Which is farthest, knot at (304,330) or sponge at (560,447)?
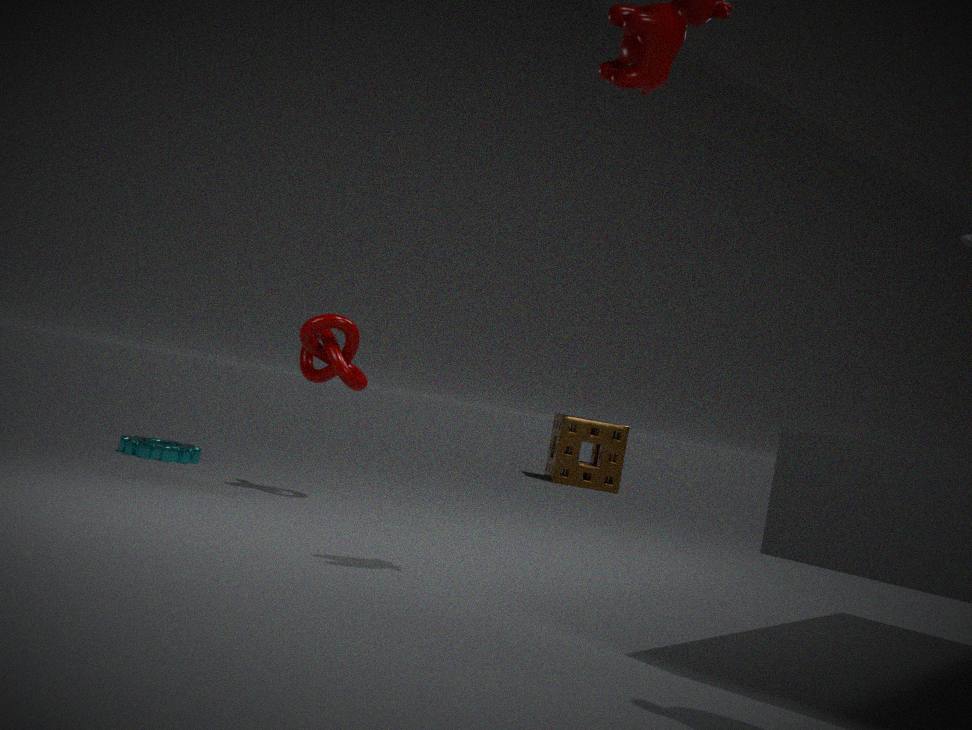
sponge at (560,447)
